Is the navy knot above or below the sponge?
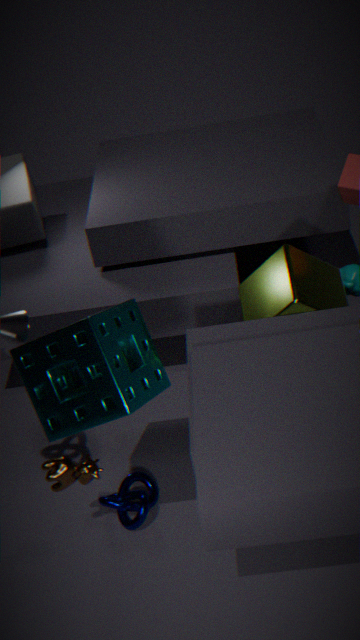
below
